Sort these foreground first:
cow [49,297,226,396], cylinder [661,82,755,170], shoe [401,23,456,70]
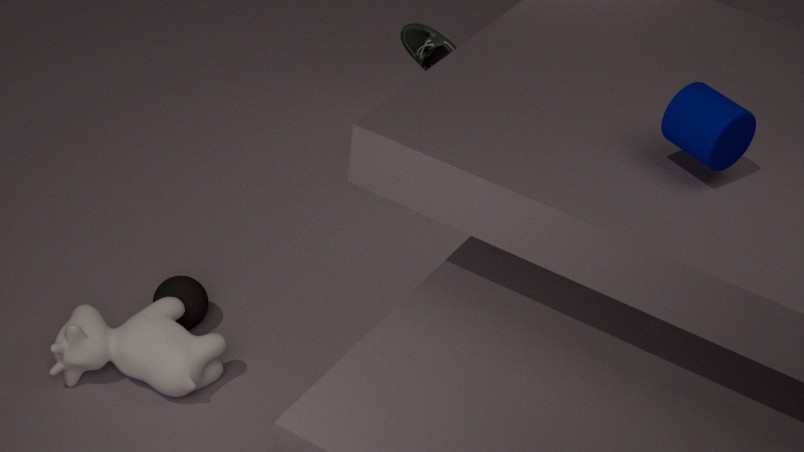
cylinder [661,82,755,170]
cow [49,297,226,396]
shoe [401,23,456,70]
